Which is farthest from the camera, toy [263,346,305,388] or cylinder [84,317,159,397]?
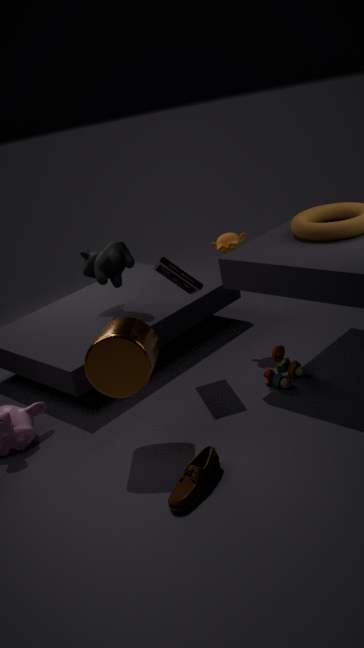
toy [263,346,305,388]
